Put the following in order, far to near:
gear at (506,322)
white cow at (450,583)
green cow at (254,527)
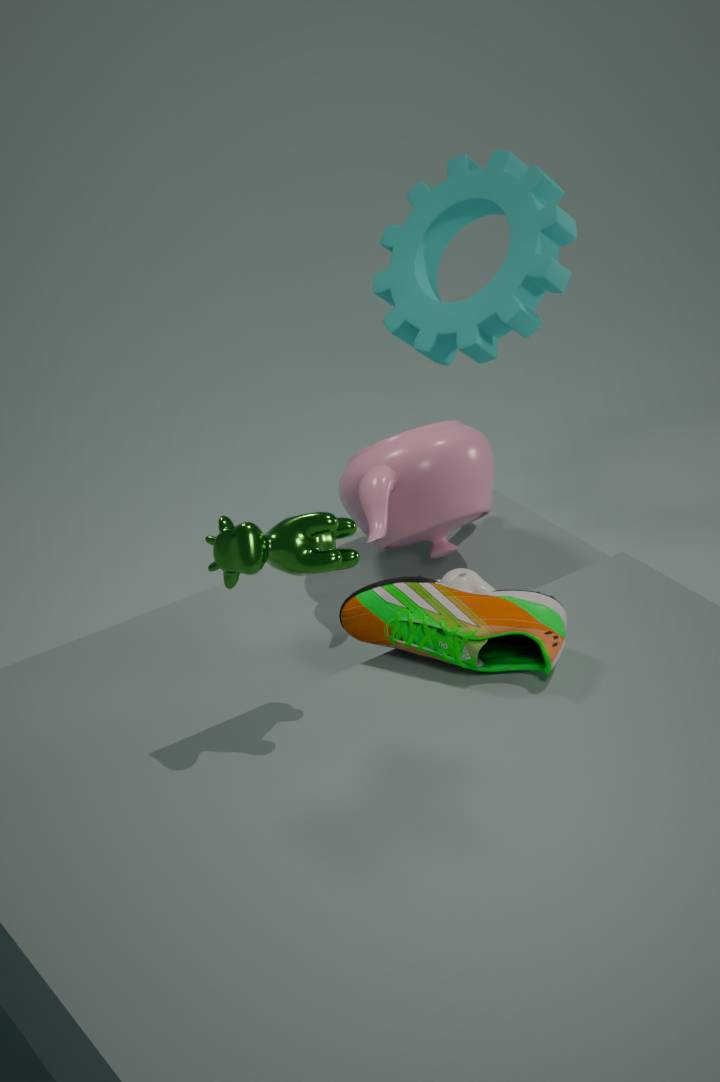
gear at (506,322) → white cow at (450,583) → green cow at (254,527)
